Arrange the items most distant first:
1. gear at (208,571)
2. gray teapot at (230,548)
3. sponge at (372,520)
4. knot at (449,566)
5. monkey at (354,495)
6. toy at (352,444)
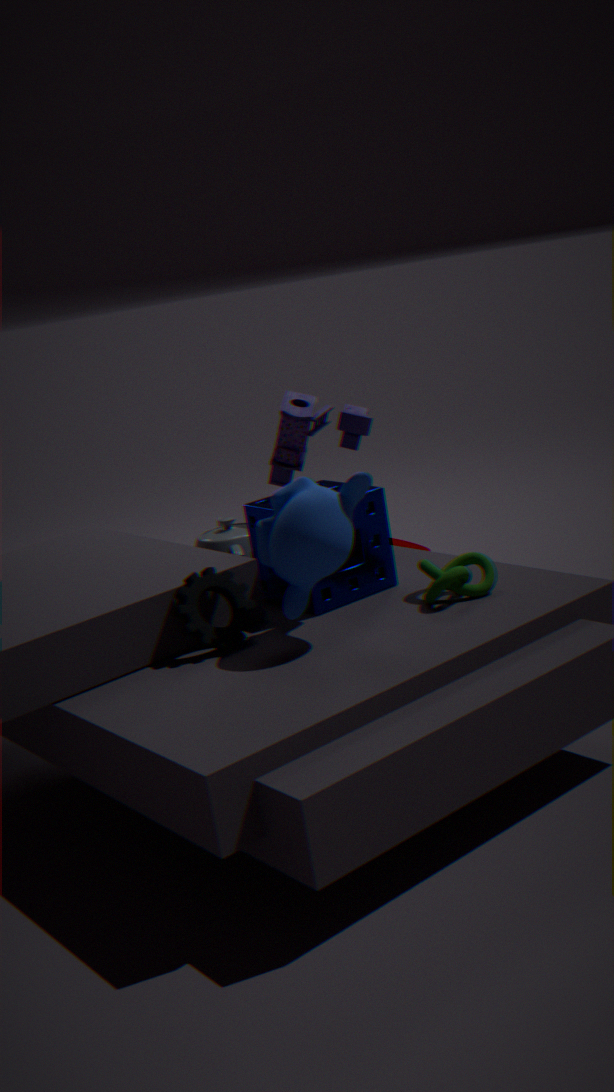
toy at (352,444), gray teapot at (230,548), sponge at (372,520), knot at (449,566), gear at (208,571), monkey at (354,495)
